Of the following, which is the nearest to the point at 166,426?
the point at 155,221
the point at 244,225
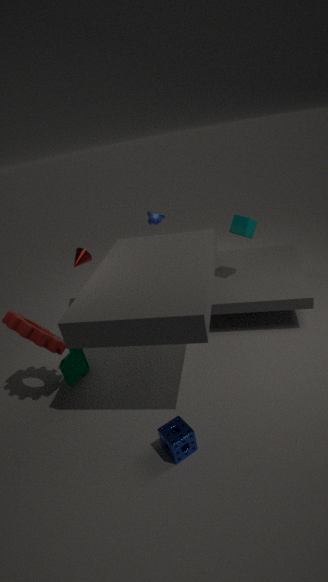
the point at 244,225
